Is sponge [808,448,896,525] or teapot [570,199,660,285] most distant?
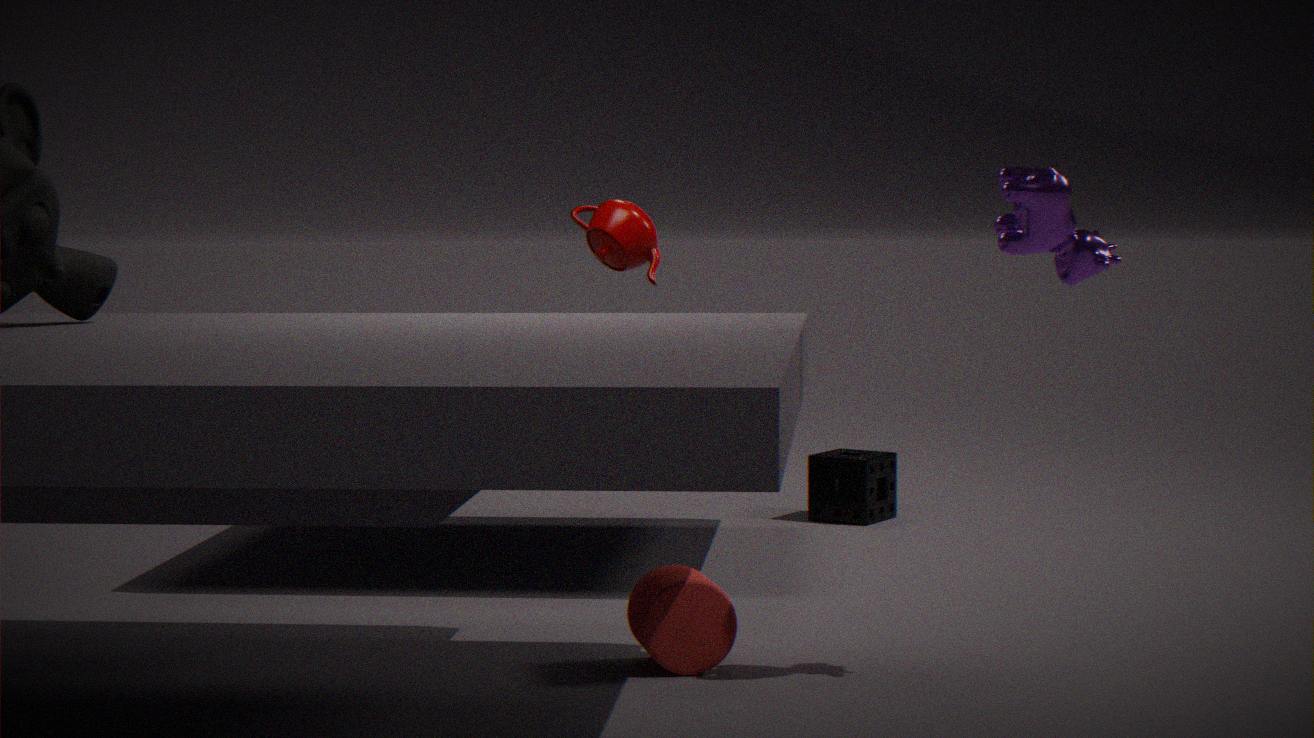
sponge [808,448,896,525]
